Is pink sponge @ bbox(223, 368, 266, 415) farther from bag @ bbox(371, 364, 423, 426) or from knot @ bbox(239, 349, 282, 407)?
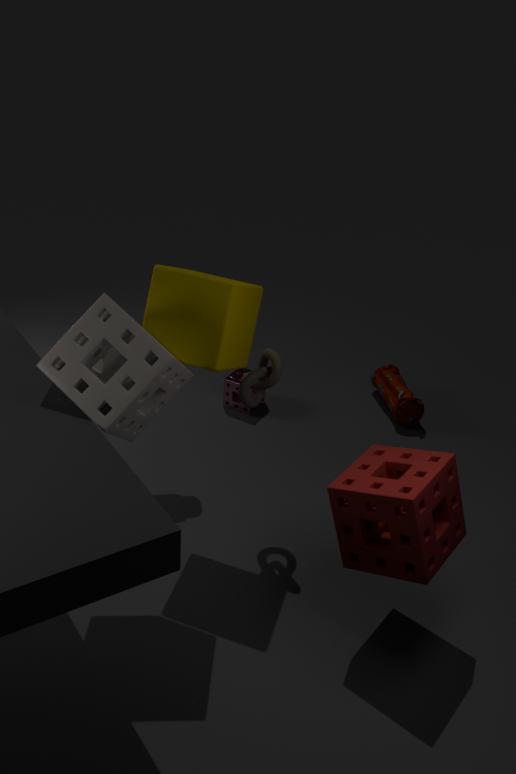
knot @ bbox(239, 349, 282, 407)
